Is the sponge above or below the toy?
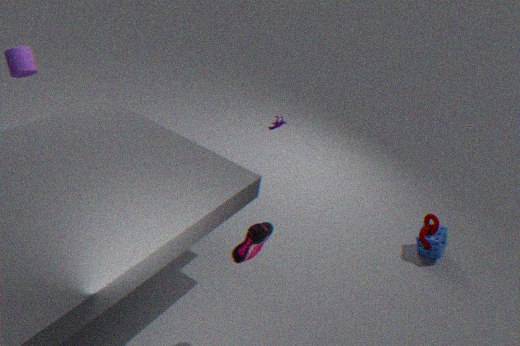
below
